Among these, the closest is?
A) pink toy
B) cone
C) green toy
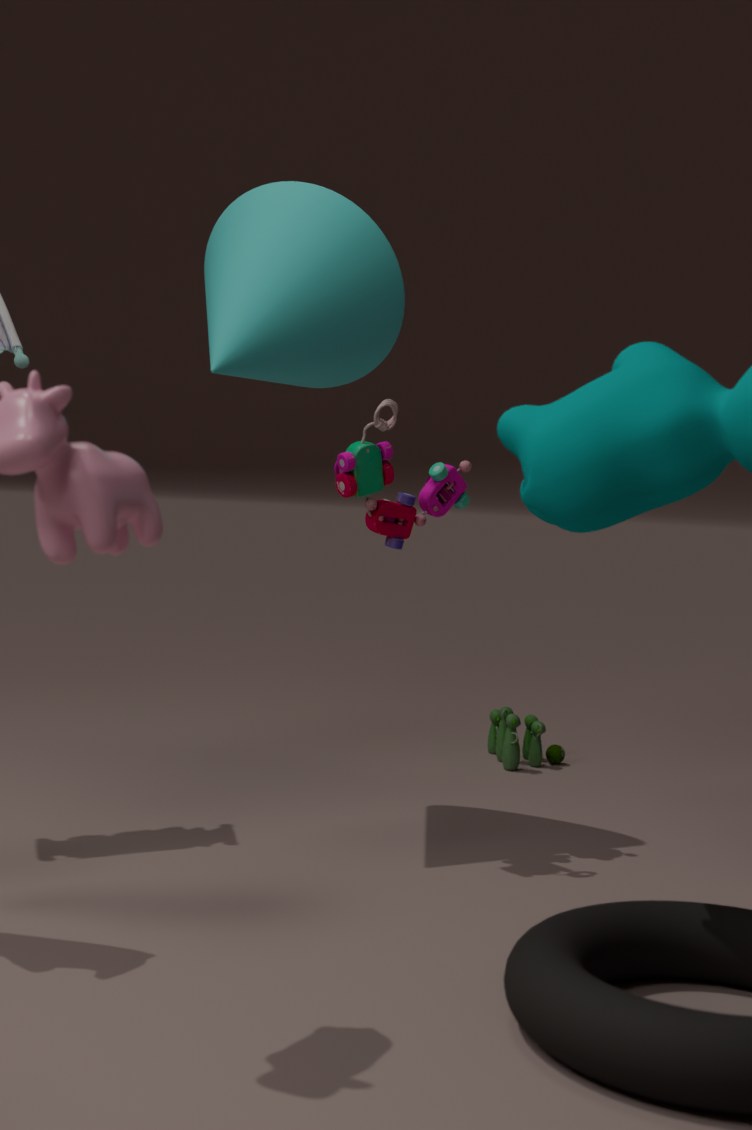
pink toy
